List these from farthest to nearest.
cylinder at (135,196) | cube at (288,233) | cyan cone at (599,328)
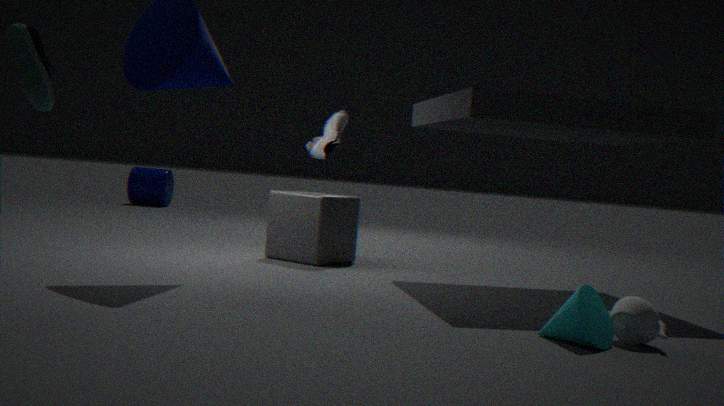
cylinder at (135,196) → cube at (288,233) → cyan cone at (599,328)
